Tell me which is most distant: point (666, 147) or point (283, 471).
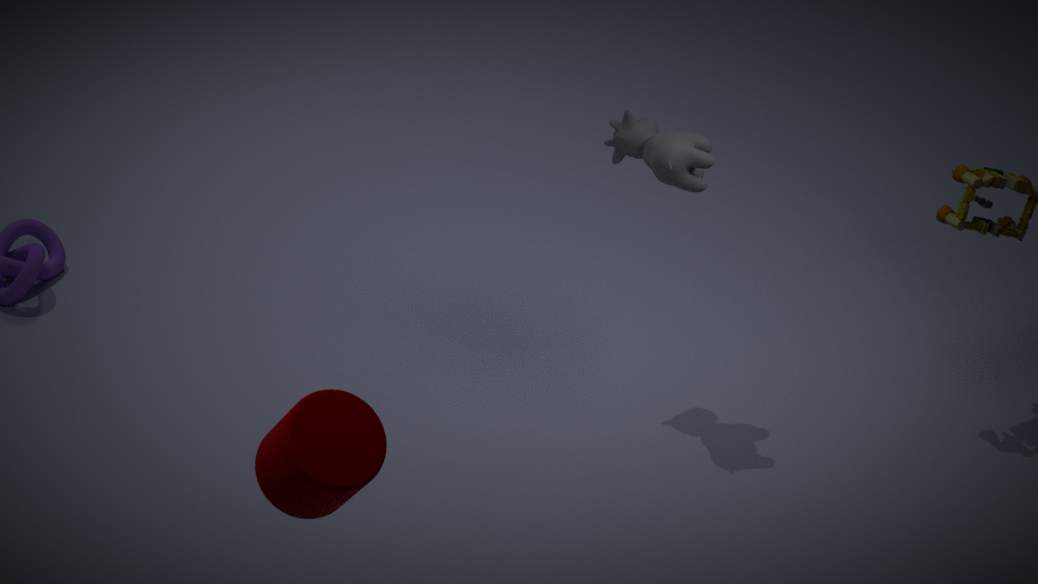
point (666, 147)
